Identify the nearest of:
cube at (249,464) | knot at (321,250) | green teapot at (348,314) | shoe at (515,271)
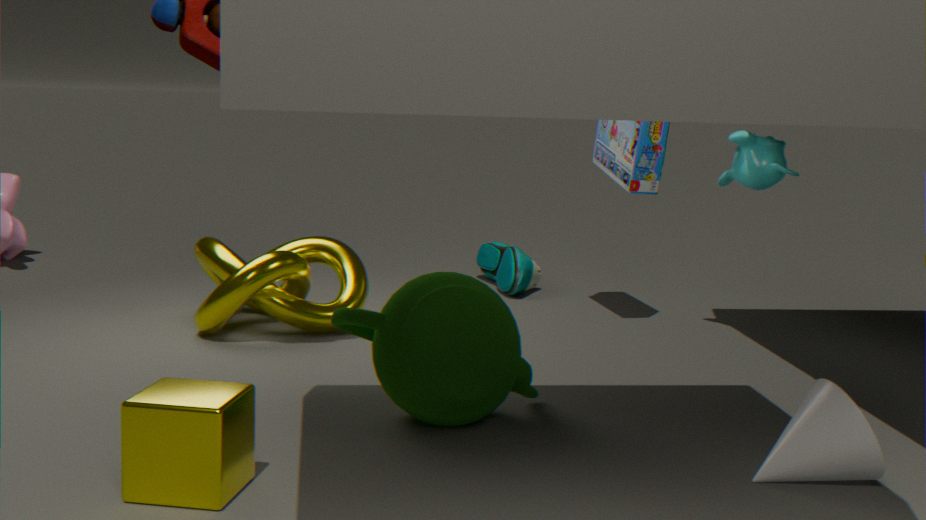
cube at (249,464)
